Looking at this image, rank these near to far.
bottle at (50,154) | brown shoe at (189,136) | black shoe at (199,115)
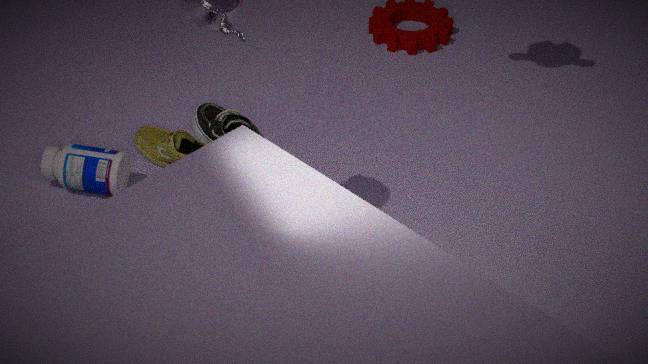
bottle at (50,154), brown shoe at (189,136), black shoe at (199,115)
